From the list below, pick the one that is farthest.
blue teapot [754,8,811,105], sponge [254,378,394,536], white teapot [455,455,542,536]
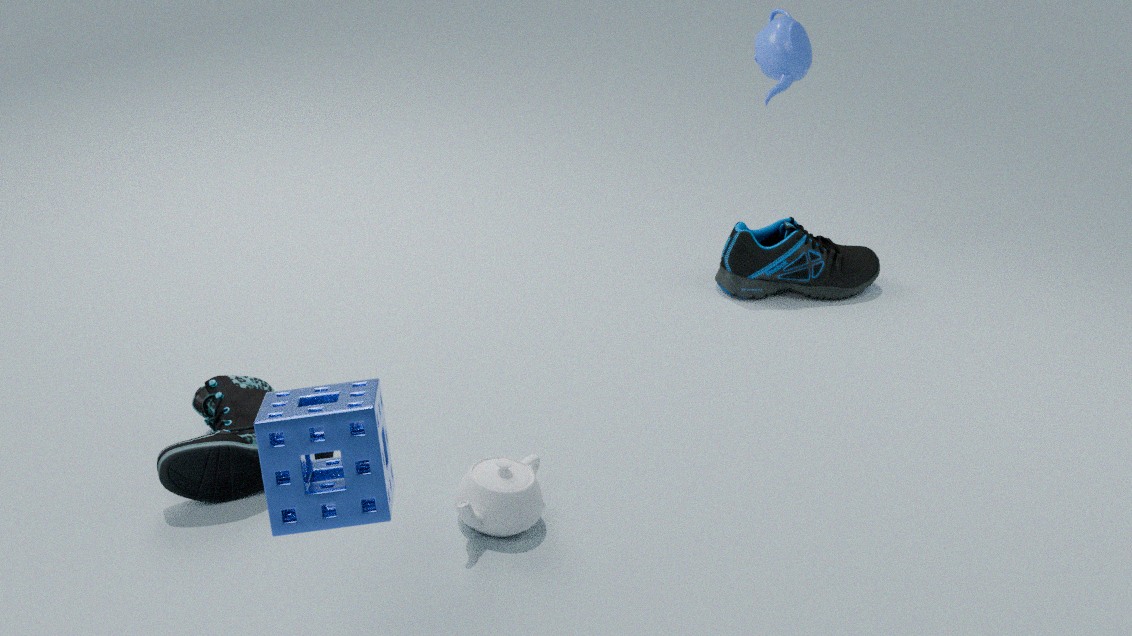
blue teapot [754,8,811,105]
